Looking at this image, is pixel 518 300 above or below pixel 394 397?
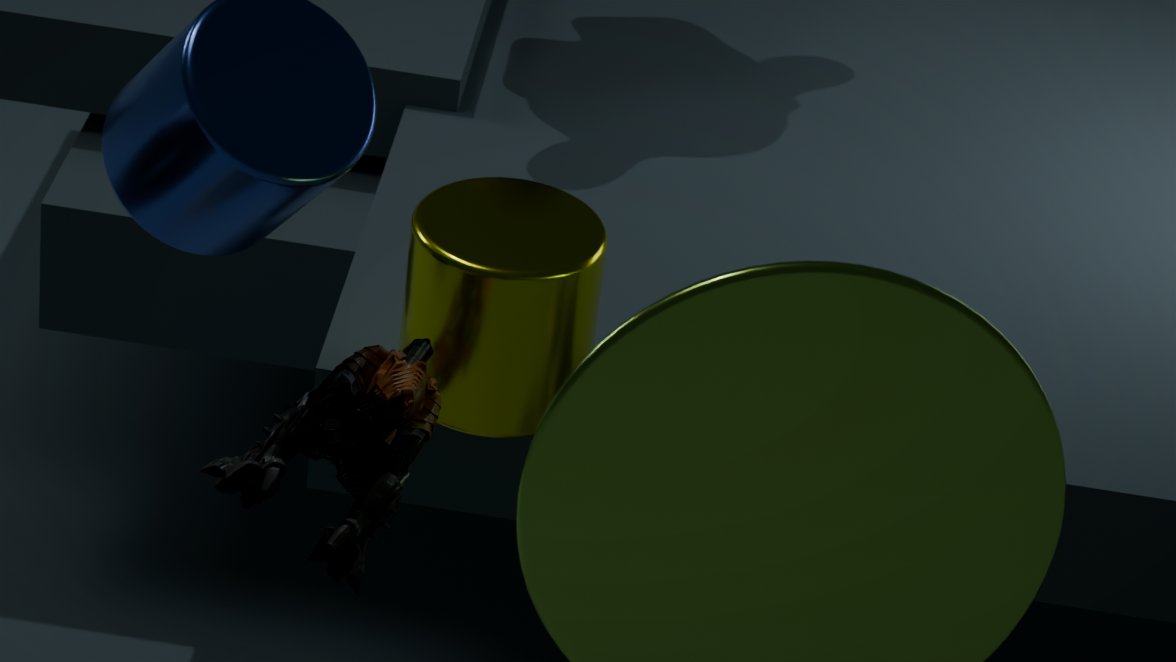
above
